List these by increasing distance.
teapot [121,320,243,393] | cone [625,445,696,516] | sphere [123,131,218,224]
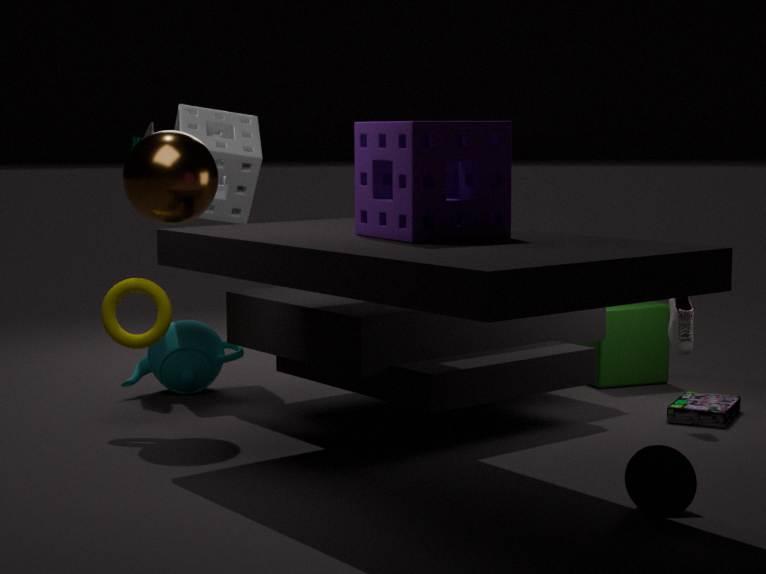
cone [625,445,696,516], sphere [123,131,218,224], teapot [121,320,243,393]
